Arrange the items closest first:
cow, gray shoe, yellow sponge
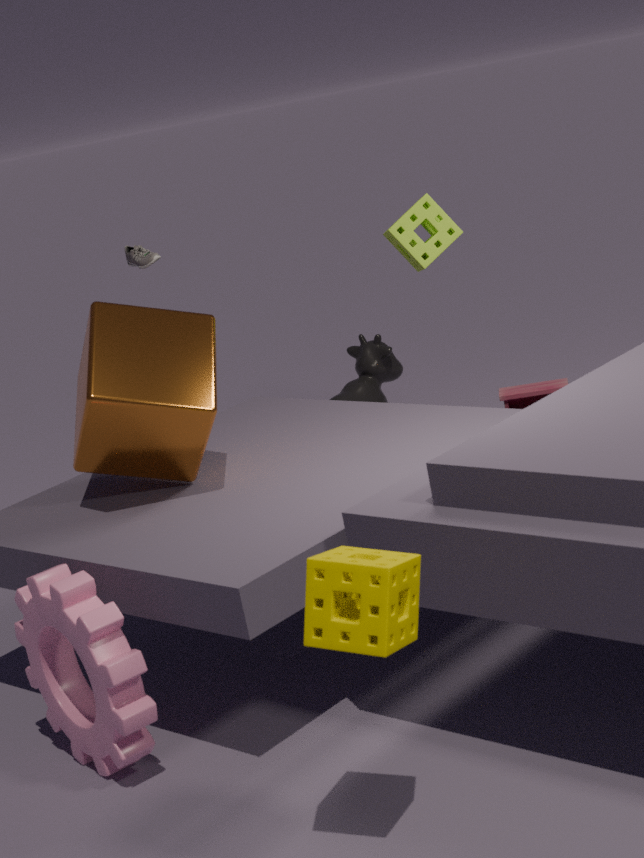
yellow sponge, gray shoe, cow
